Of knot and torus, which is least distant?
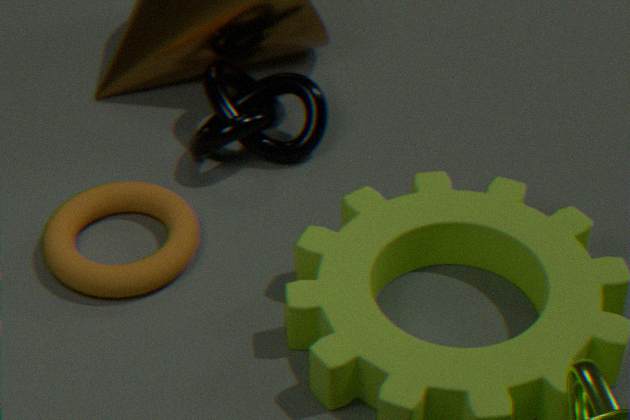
torus
